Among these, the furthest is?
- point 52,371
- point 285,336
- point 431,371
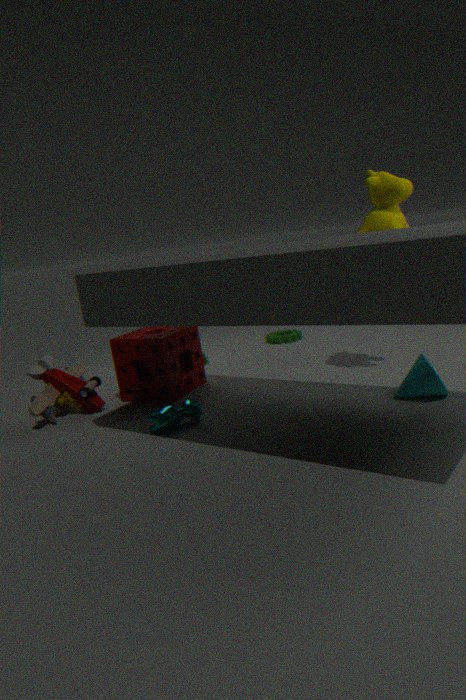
point 285,336
